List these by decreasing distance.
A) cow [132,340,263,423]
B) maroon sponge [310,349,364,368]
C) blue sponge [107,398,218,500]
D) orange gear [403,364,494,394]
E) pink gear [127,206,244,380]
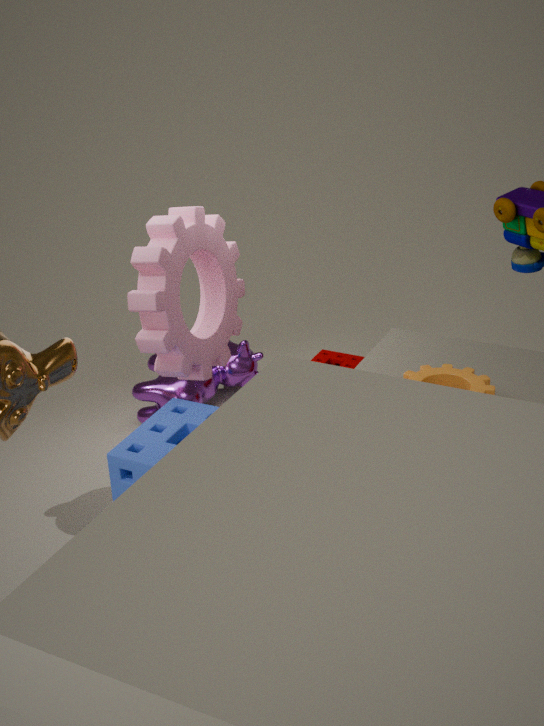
1. maroon sponge [310,349,364,368]
2. cow [132,340,263,423]
3. pink gear [127,206,244,380]
4. orange gear [403,364,494,394]
5. blue sponge [107,398,218,500]
